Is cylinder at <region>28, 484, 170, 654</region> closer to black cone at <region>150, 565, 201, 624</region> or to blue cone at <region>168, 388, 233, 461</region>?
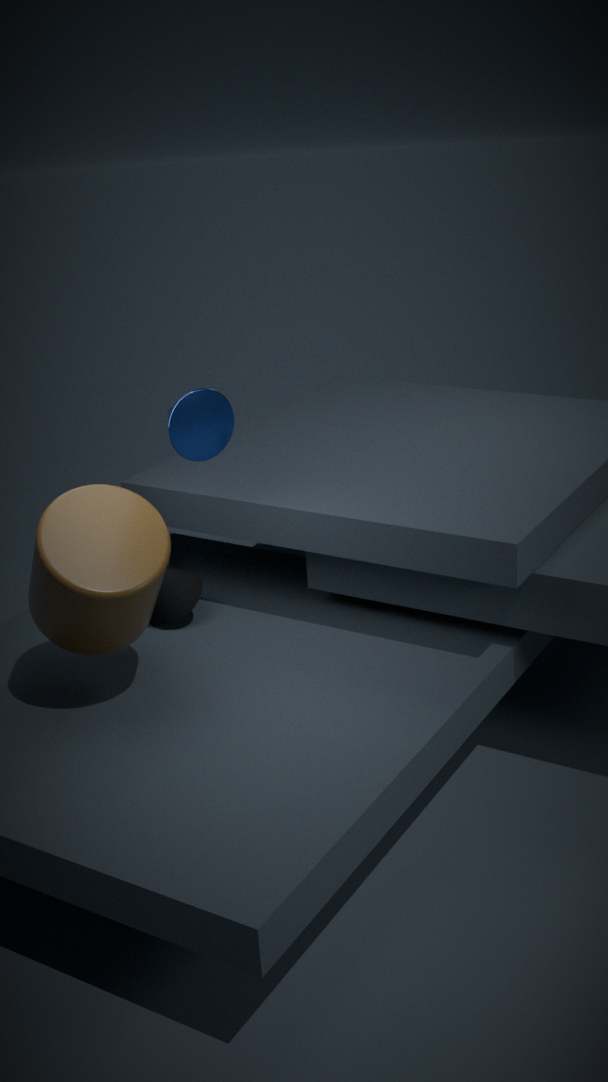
black cone at <region>150, 565, 201, 624</region>
